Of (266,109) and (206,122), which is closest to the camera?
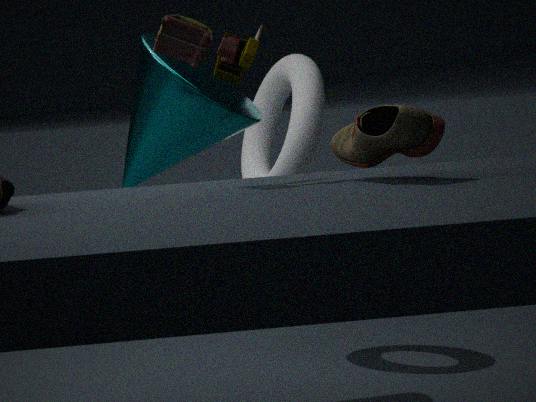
(206,122)
